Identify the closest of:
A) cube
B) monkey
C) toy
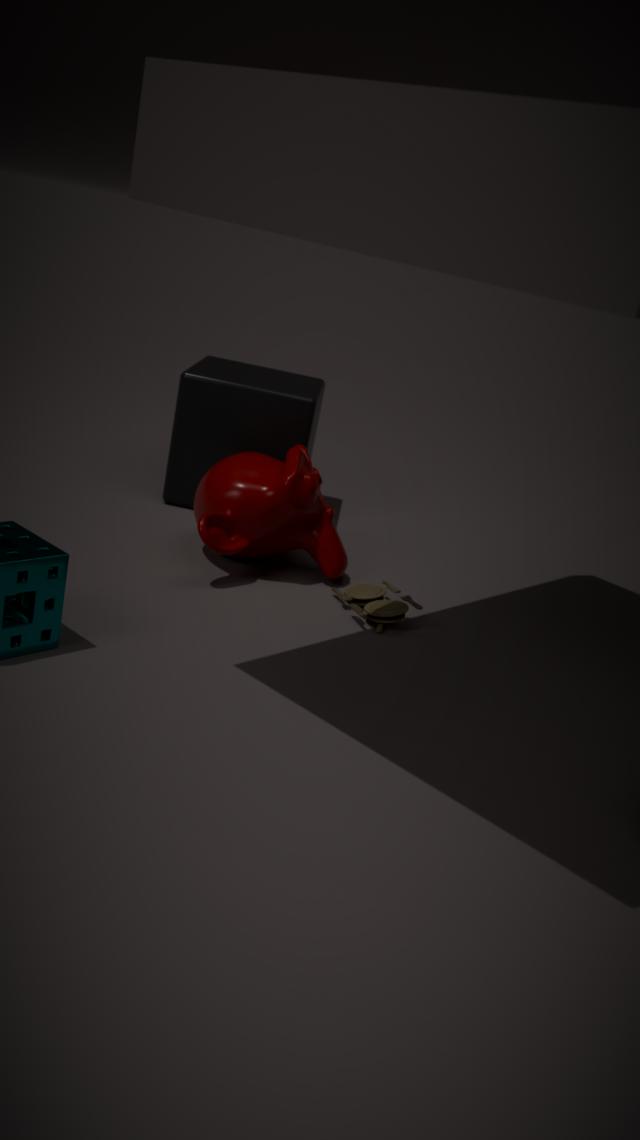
toy
